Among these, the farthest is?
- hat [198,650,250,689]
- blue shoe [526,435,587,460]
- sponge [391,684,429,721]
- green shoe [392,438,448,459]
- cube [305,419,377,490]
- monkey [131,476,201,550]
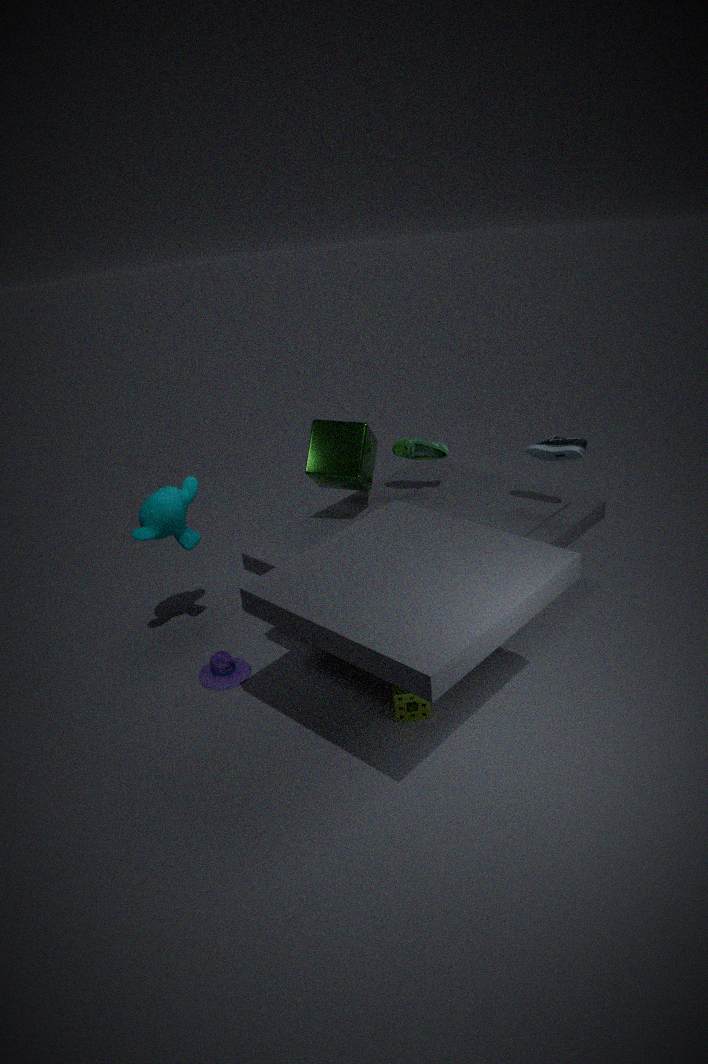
green shoe [392,438,448,459]
